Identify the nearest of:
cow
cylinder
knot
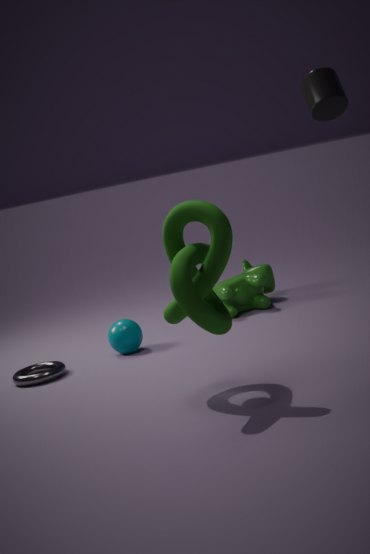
knot
